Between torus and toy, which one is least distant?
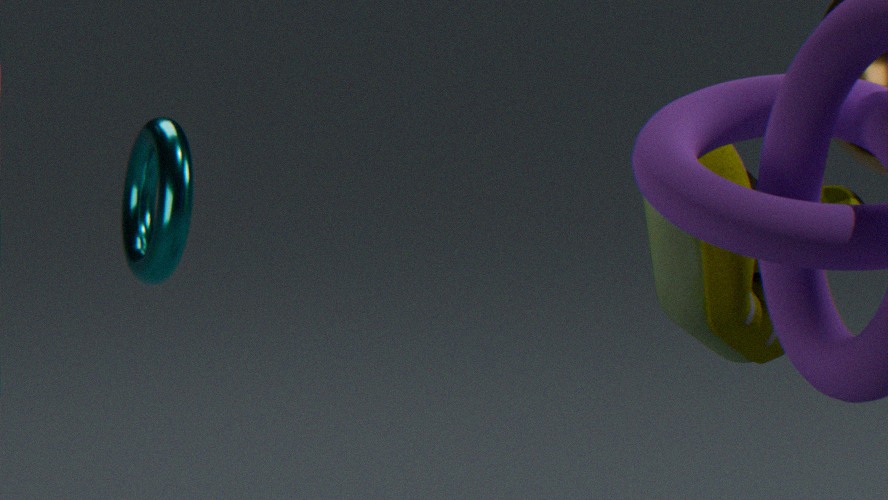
toy
